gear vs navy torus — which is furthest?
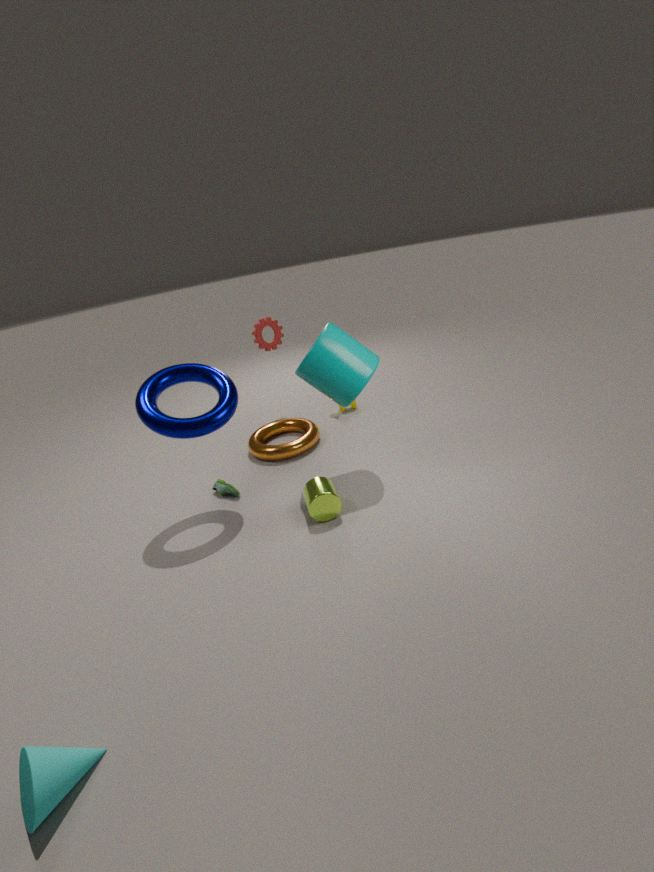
gear
